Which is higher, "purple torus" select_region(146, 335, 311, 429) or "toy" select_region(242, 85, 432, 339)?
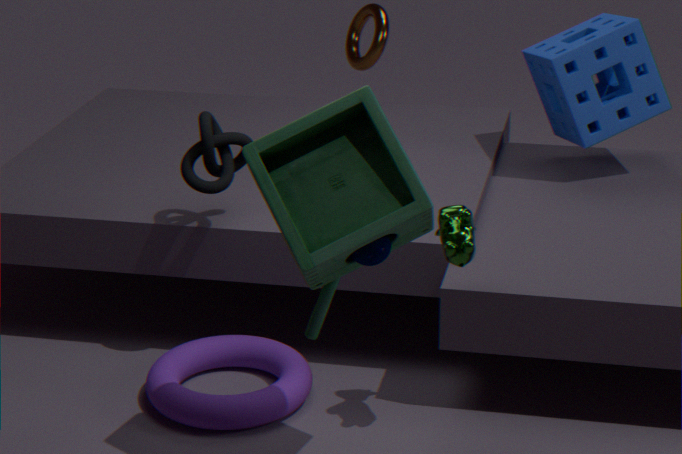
"toy" select_region(242, 85, 432, 339)
